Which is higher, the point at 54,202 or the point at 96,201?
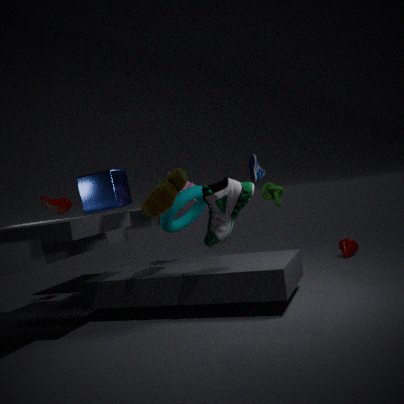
the point at 96,201
